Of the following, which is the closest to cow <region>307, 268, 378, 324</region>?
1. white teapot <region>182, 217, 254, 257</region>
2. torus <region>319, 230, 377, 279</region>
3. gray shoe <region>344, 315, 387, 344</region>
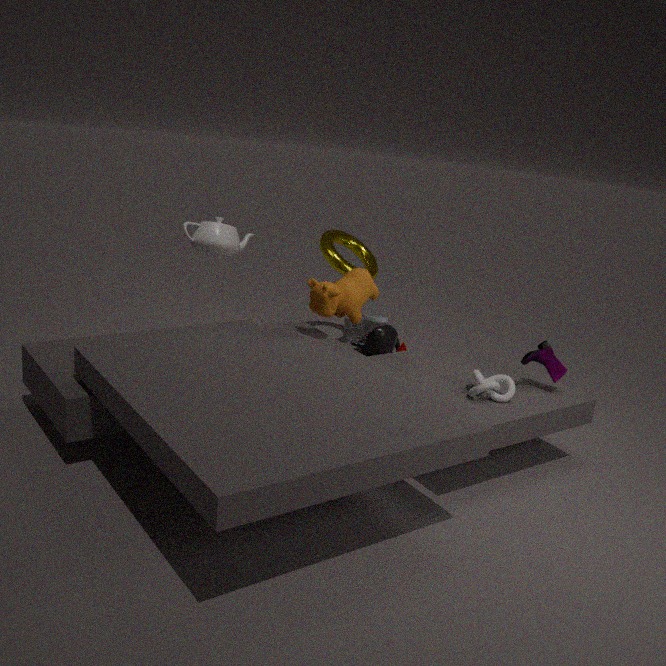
gray shoe <region>344, 315, 387, 344</region>
